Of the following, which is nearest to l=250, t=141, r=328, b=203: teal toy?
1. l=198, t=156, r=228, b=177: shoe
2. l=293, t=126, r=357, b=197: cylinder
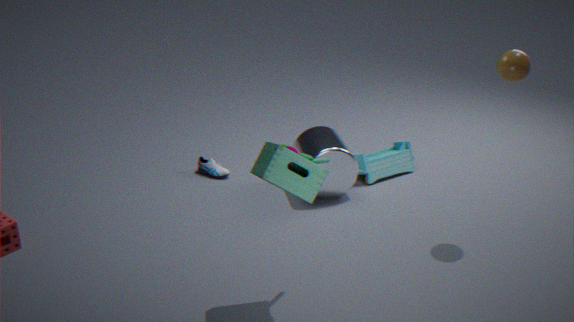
l=293, t=126, r=357, b=197: cylinder
